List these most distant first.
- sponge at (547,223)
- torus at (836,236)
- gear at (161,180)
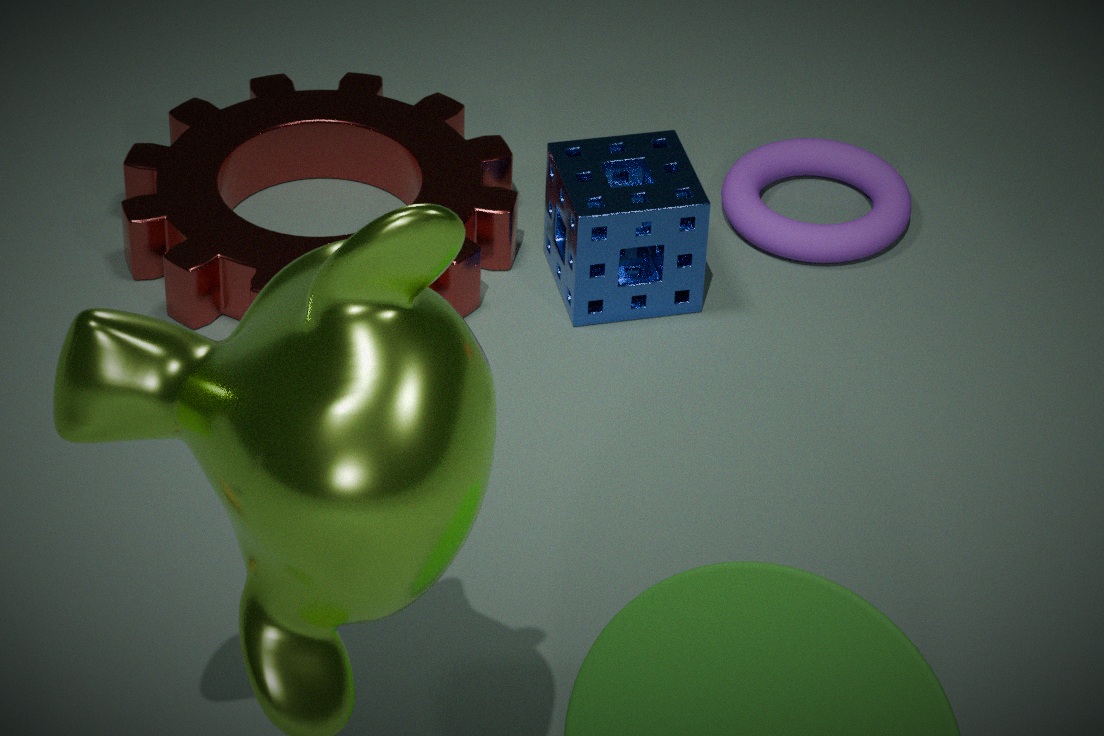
torus at (836,236) → gear at (161,180) → sponge at (547,223)
